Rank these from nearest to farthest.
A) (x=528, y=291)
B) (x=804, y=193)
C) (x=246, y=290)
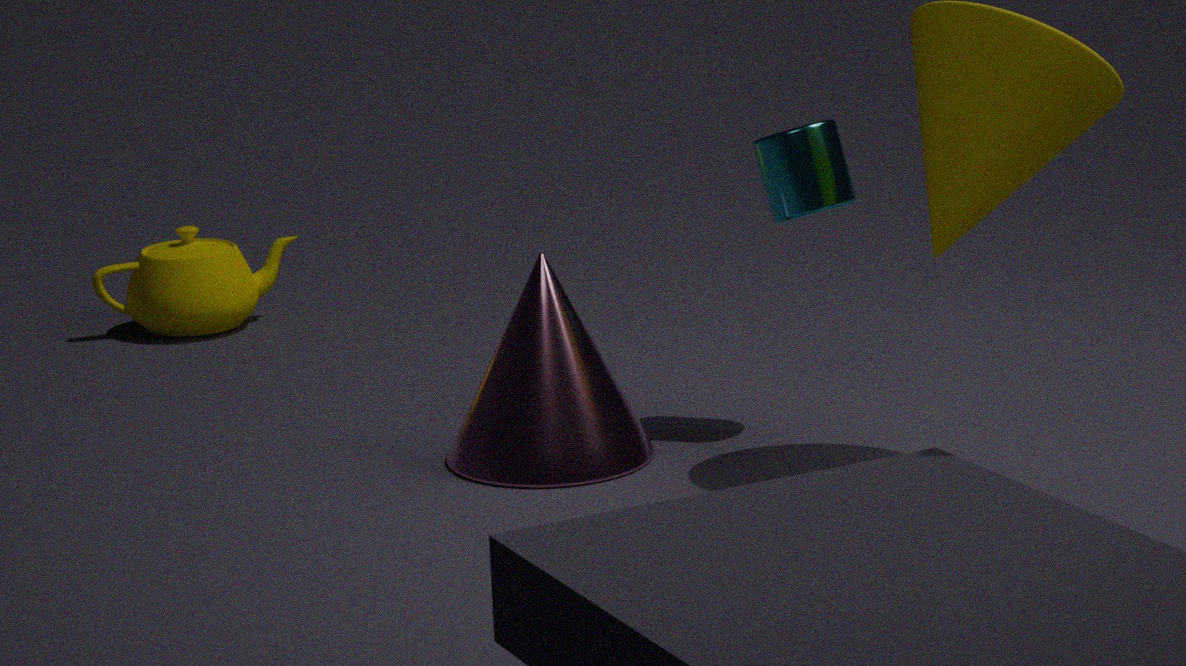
(x=528, y=291), (x=804, y=193), (x=246, y=290)
